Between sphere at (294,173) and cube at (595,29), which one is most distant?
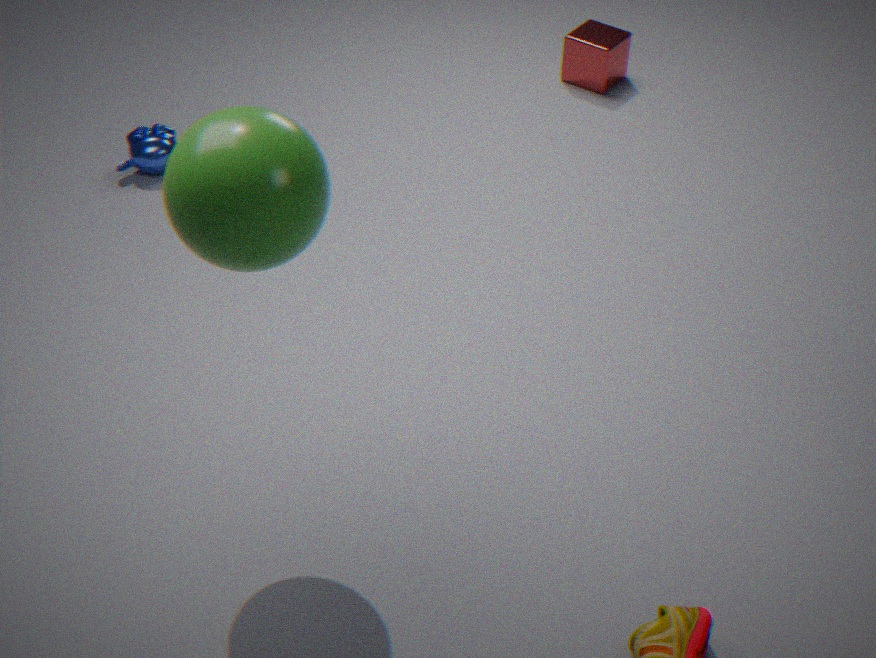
cube at (595,29)
